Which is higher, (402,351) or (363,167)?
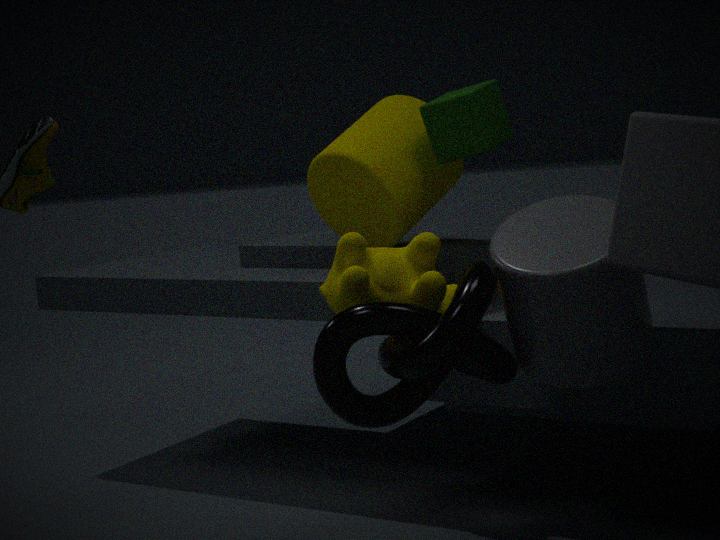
(363,167)
